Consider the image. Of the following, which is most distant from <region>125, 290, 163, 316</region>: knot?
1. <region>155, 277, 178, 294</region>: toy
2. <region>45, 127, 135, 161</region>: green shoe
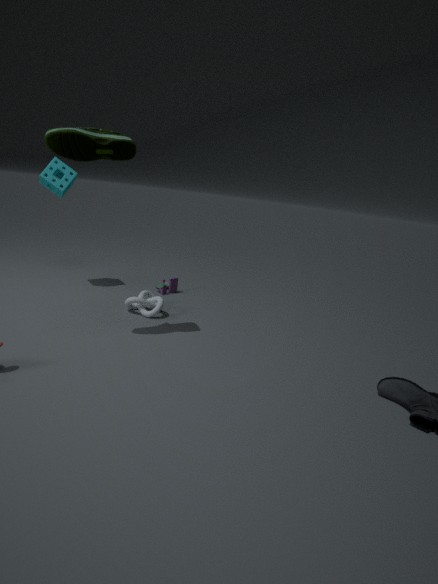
<region>45, 127, 135, 161</region>: green shoe
